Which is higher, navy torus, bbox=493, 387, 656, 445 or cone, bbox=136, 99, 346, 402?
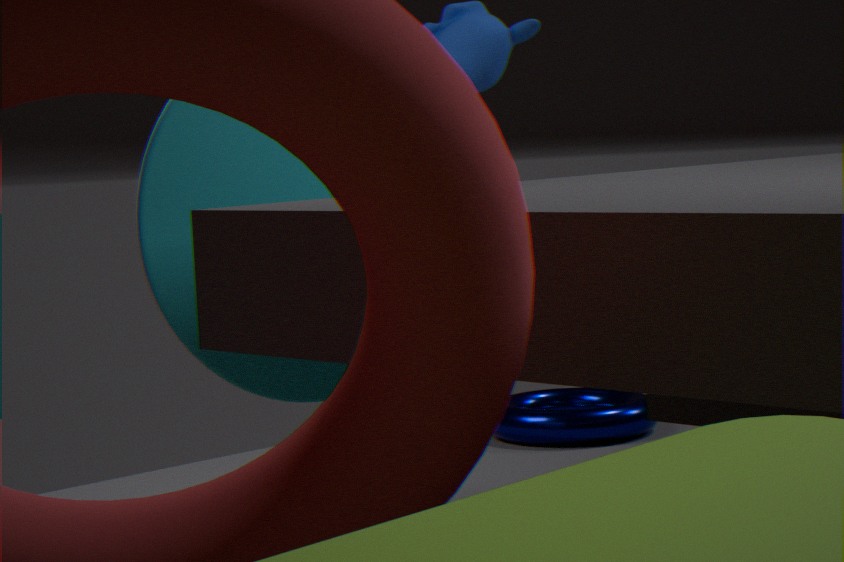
cone, bbox=136, 99, 346, 402
